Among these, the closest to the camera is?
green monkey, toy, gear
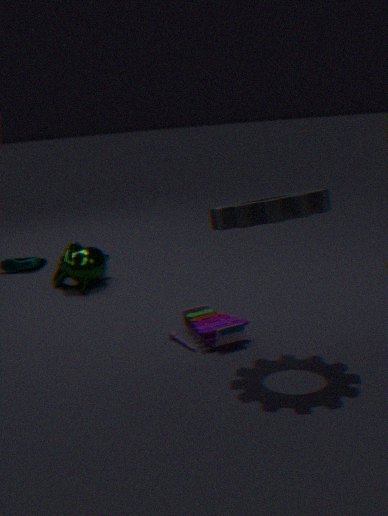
gear
